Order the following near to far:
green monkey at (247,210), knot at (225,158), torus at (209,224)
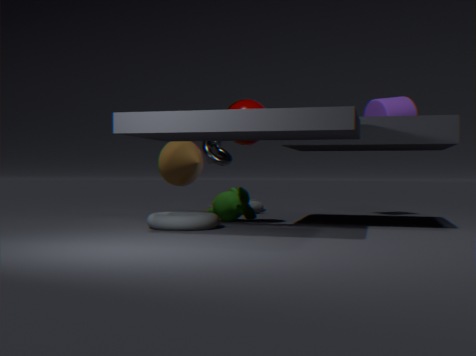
torus at (209,224), green monkey at (247,210), knot at (225,158)
